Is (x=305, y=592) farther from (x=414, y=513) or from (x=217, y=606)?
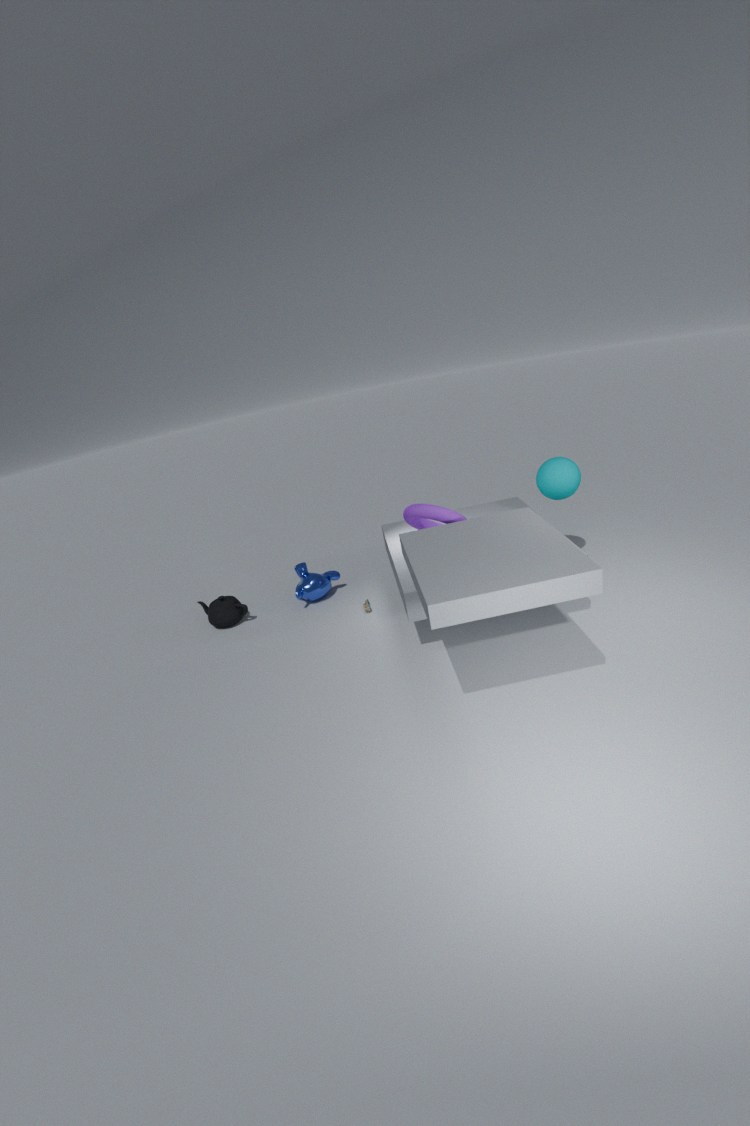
(x=414, y=513)
